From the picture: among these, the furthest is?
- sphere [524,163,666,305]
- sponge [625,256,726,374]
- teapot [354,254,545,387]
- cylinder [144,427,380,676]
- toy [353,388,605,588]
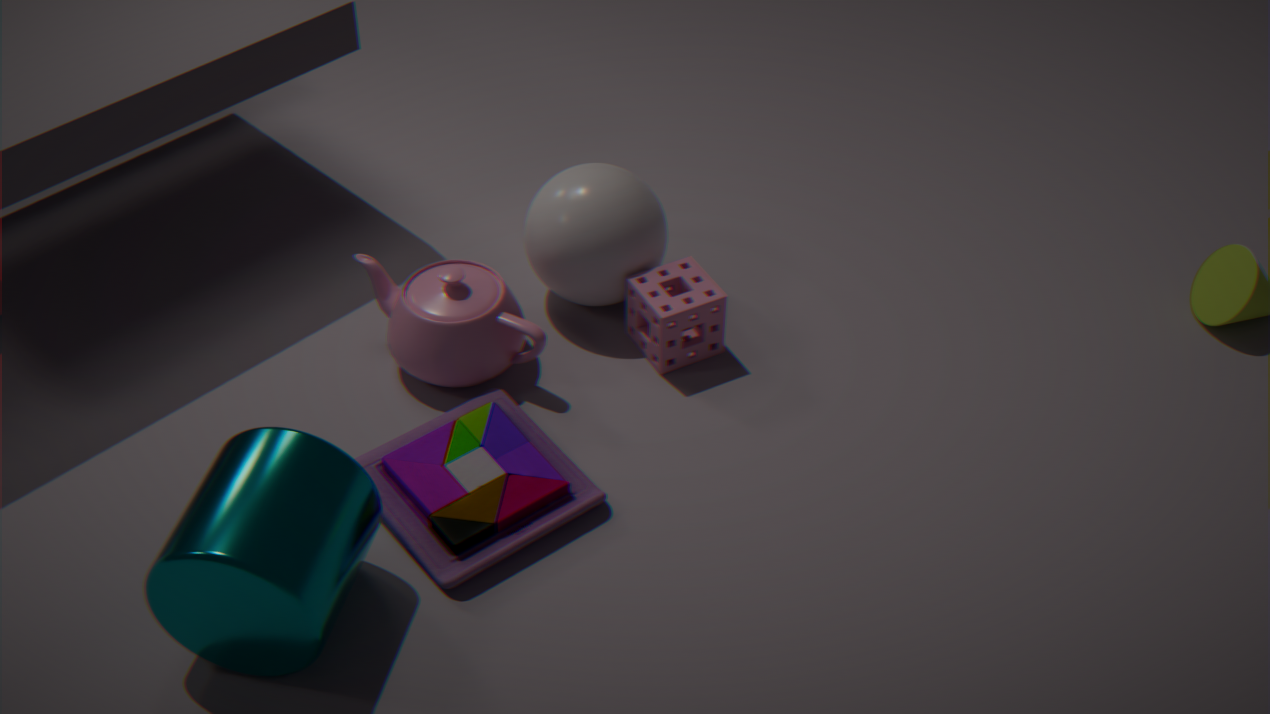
sphere [524,163,666,305]
